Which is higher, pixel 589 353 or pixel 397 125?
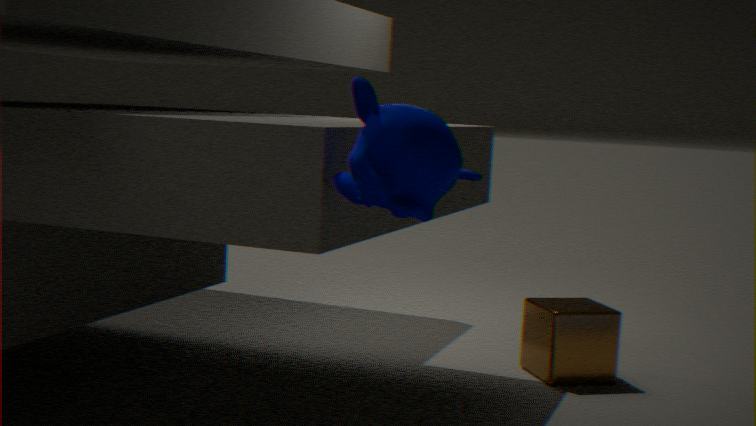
pixel 397 125
